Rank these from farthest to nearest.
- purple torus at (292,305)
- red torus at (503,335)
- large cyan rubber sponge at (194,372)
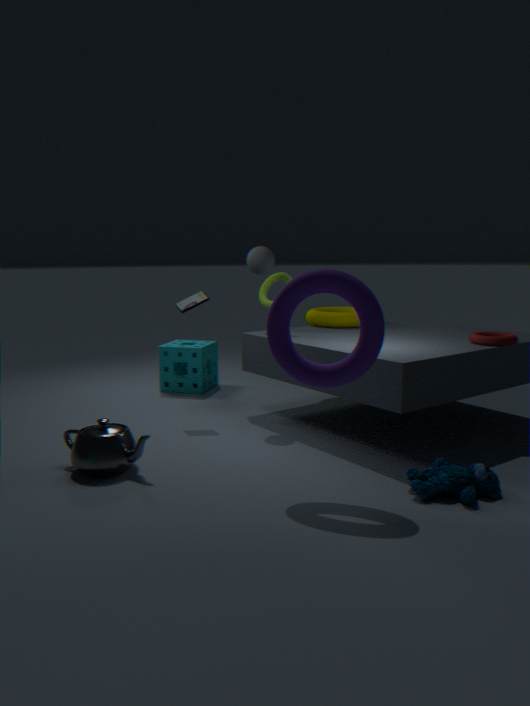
large cyan rubber sponge at (194,372) < red torus at (503,335) < purple torus at (292,305)
